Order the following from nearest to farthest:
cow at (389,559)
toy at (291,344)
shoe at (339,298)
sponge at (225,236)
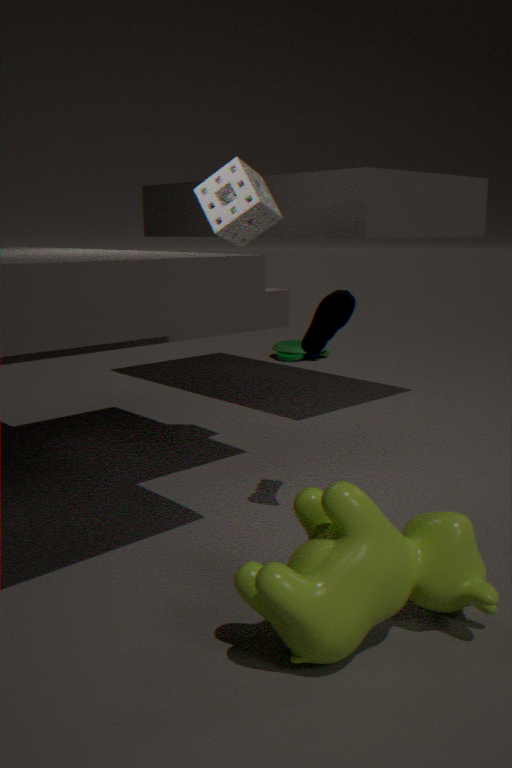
1. cow at (389,559)
2. shoe at (339,298)
3. sponge at (225,236)
4. toy at (291,344)
